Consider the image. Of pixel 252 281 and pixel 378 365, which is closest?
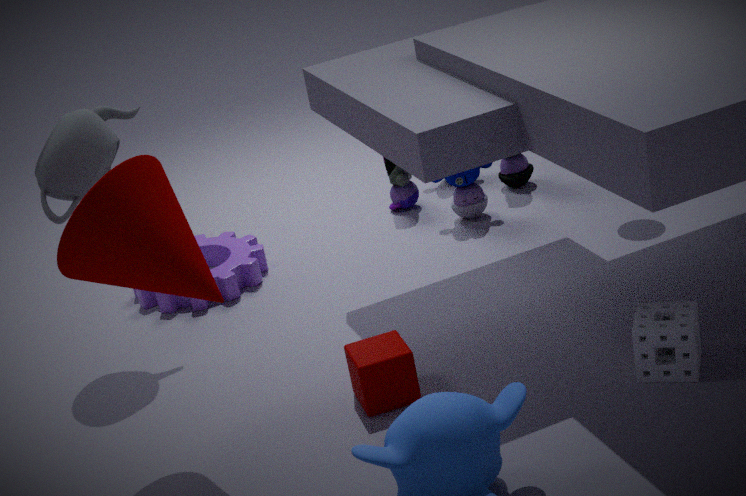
pixel 378 365
